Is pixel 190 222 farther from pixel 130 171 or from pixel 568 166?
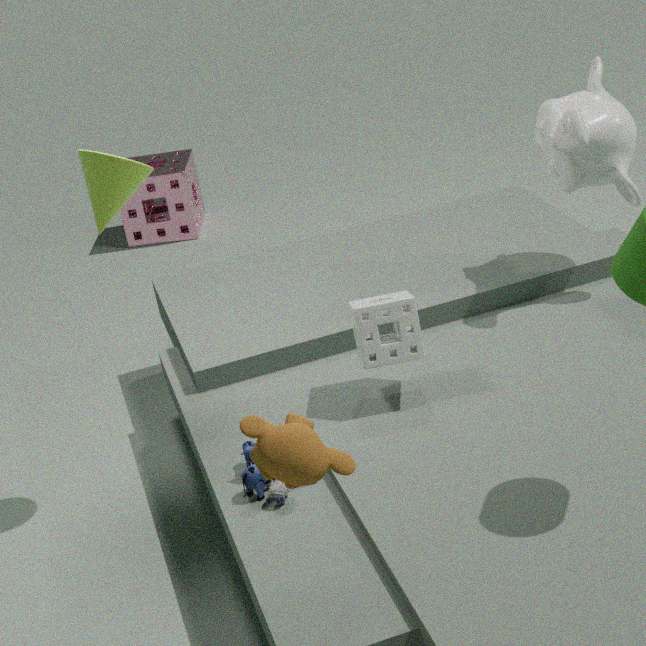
pixel 568 166
